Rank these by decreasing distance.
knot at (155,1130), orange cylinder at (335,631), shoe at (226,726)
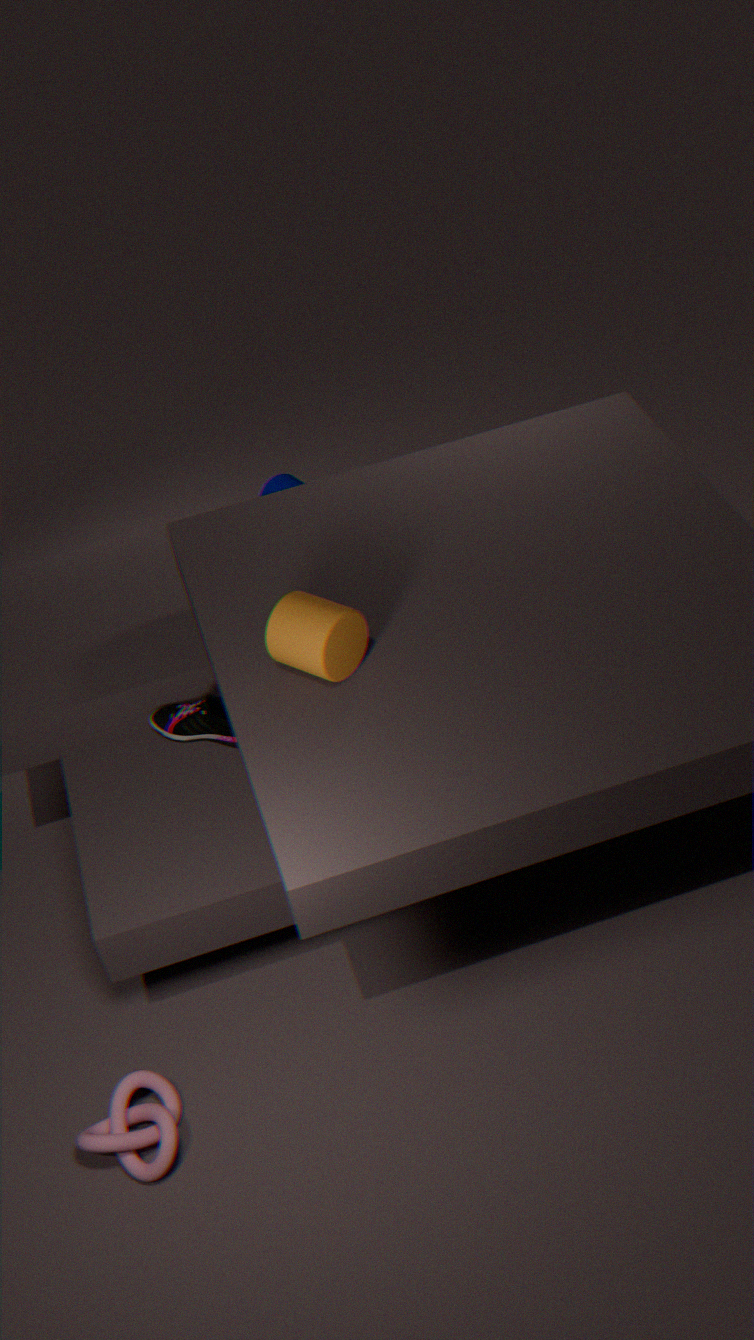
1. shoe at (226,726)
2. knot at (155,1130)
3. orange cylinder at (335,631)
